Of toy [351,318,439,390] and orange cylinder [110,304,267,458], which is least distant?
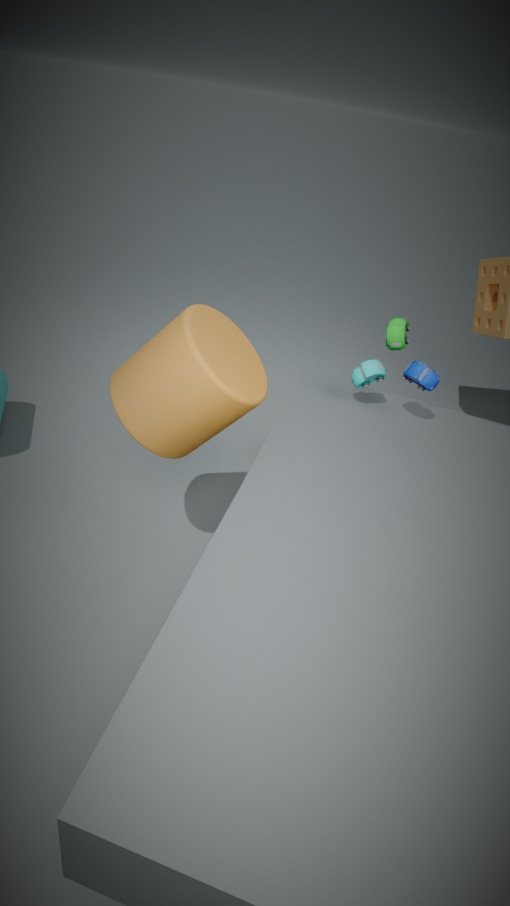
orange cylinder [110,304,267,458]
